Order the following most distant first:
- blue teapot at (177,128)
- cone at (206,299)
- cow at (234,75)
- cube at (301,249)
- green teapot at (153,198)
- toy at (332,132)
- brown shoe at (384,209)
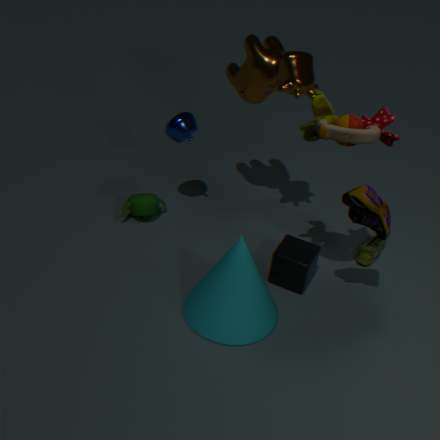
green teapot at (153,198) < blue teapot at (177,128) < cube at (301,249) < cow at (234,75) < cone at (206,299) < brown shoe at (384,209) < toy at (332,132)
